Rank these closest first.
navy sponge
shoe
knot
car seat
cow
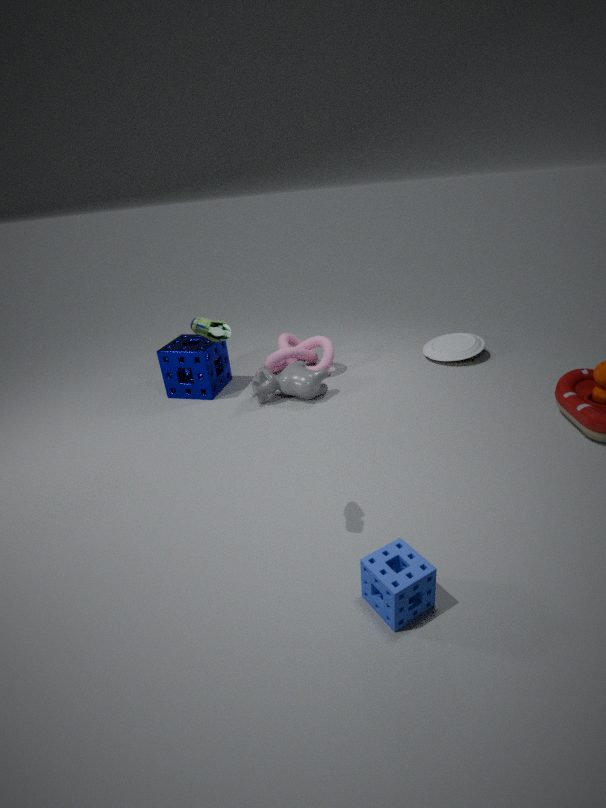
shoe → cow → navy sponge → knot → car seat
